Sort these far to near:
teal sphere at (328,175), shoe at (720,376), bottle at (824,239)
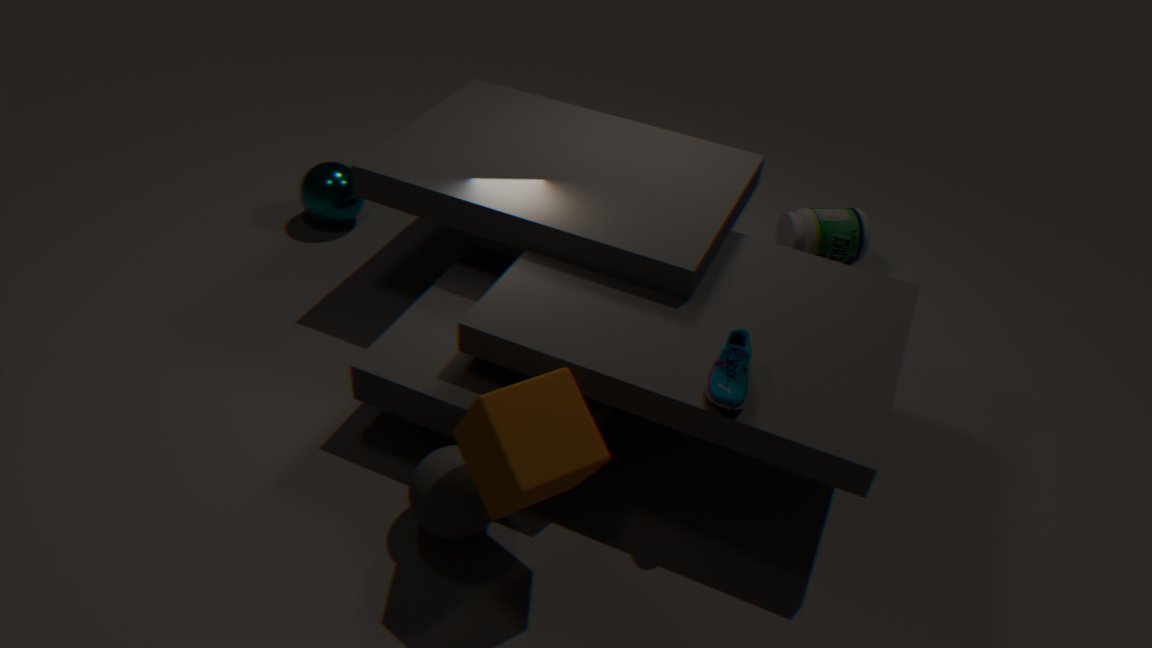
bottle at (824,239) → teal sphere at (328,175) → shoe at (720,376)
